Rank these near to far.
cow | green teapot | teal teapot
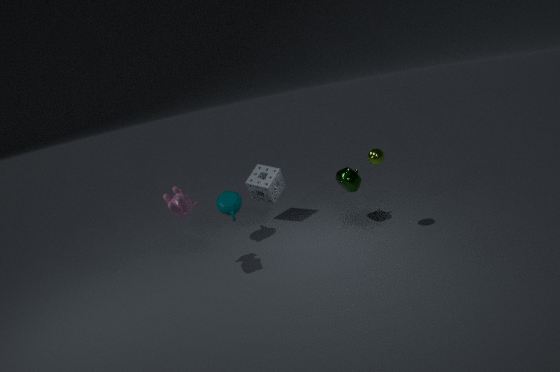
cow
green teapot
teal teapot
